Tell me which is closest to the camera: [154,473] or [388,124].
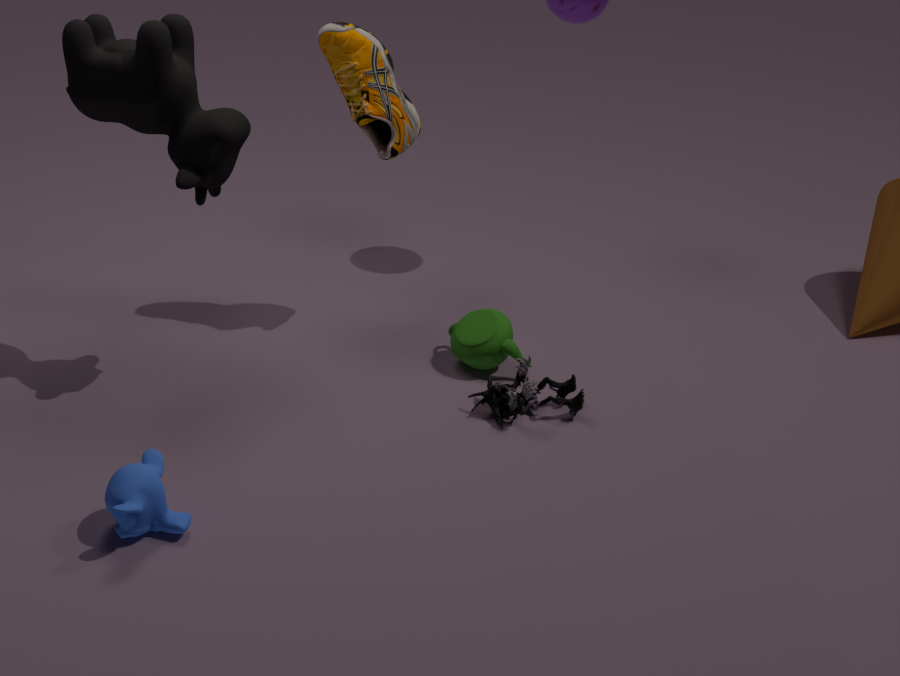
[154,473]
